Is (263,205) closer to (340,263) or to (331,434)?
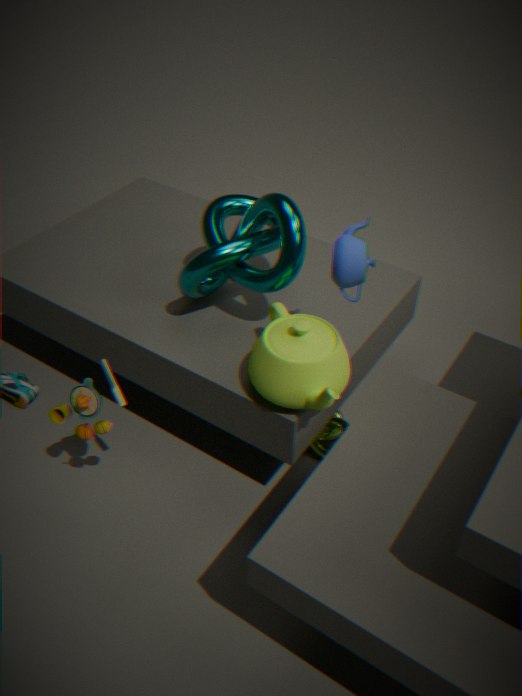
(340,263)
